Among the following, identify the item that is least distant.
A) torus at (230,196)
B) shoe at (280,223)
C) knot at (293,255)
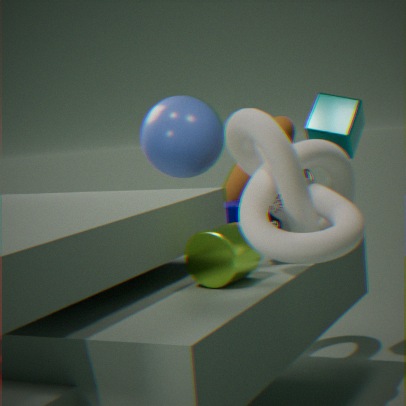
knot at (293,255)
